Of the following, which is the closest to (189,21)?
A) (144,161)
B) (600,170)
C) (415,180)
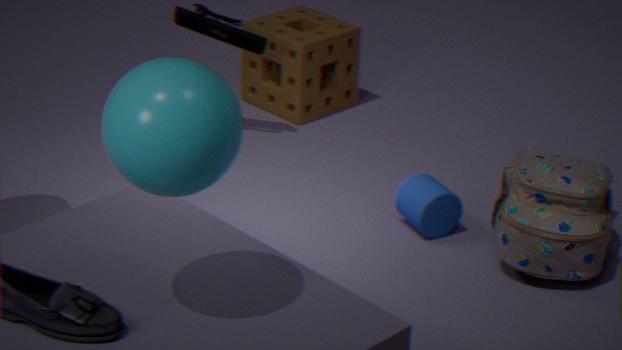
(415,180)
